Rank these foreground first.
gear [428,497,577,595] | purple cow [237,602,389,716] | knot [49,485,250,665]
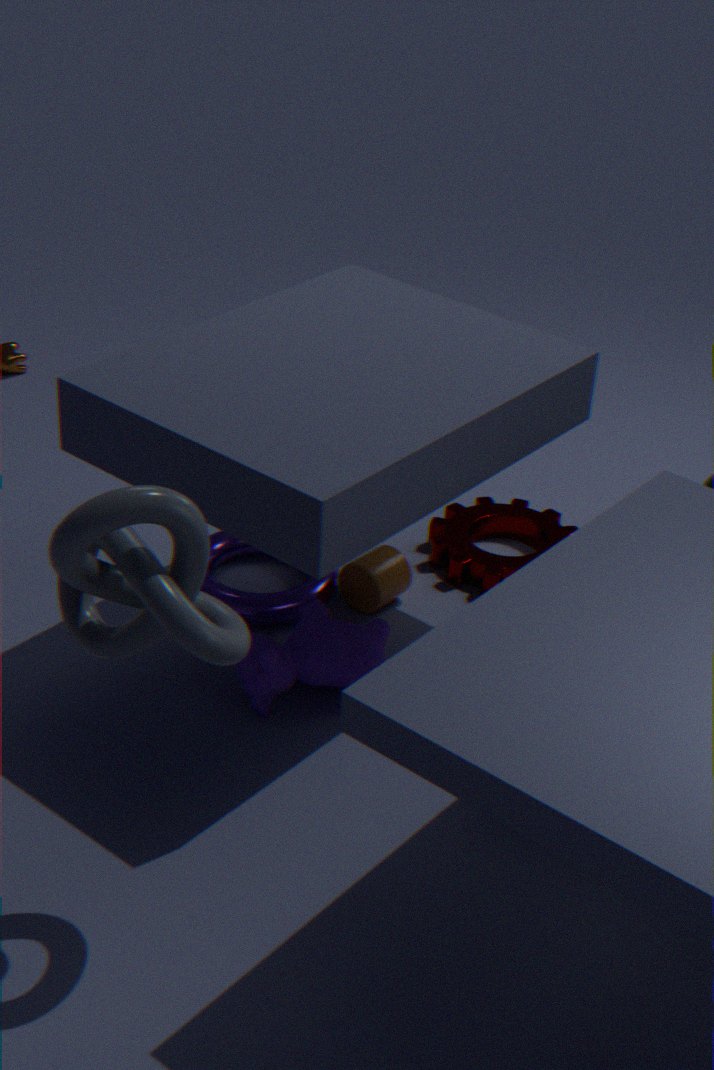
knot [49,485,250,665], purple cow [237,602,389,716], gear [428,497,577,595]
